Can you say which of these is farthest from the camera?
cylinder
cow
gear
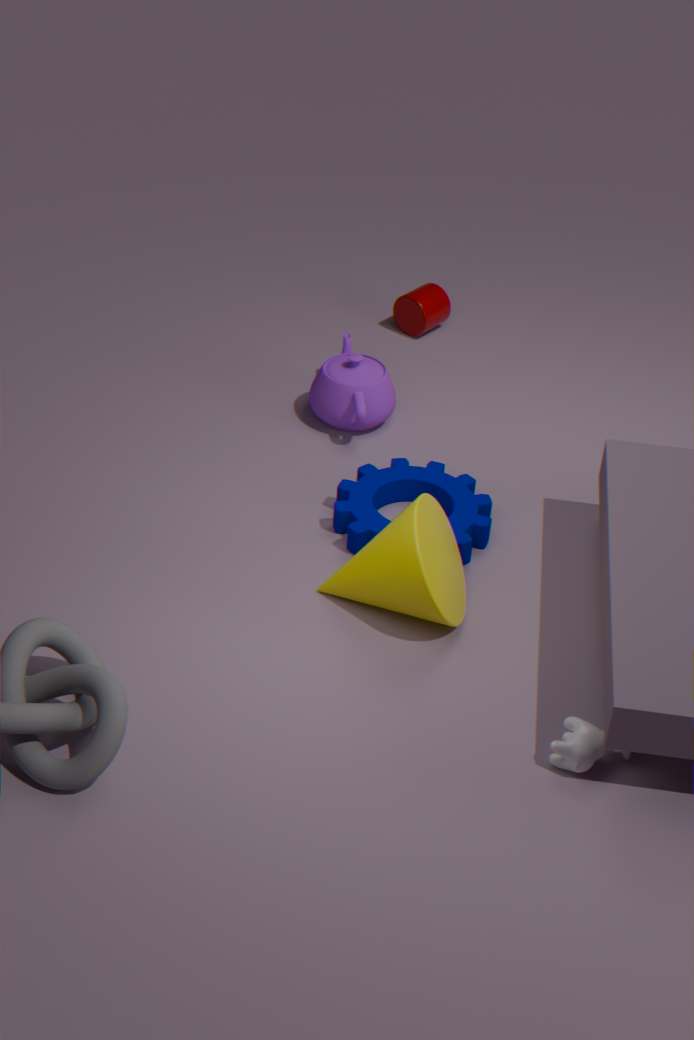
cylinder
